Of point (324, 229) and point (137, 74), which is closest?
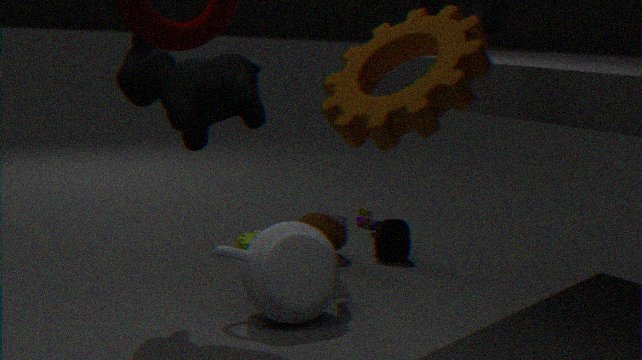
point (137, 74)
